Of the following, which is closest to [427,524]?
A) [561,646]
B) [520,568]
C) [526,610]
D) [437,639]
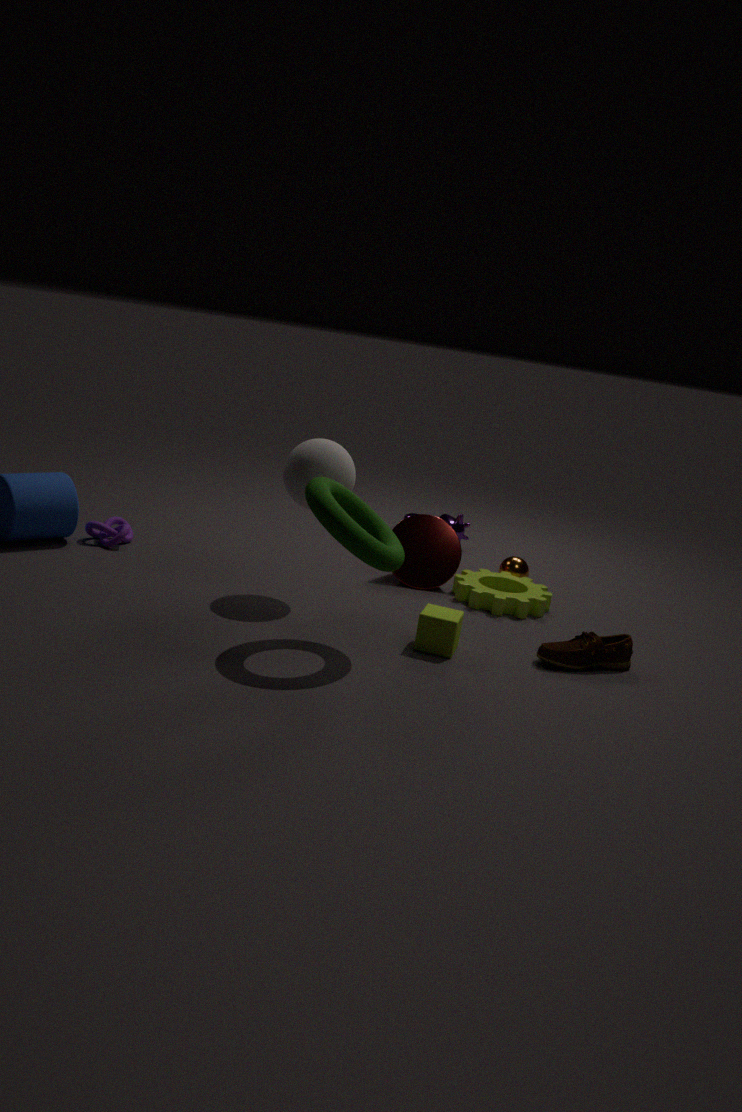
[526,610]
